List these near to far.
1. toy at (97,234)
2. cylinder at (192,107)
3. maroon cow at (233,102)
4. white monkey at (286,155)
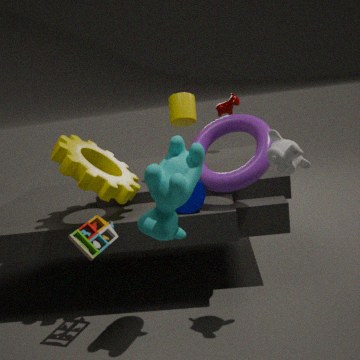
white monkey at (286,155) → toy at (97,234) → cylinder at (192,107) → maroon cow at (233,102)
